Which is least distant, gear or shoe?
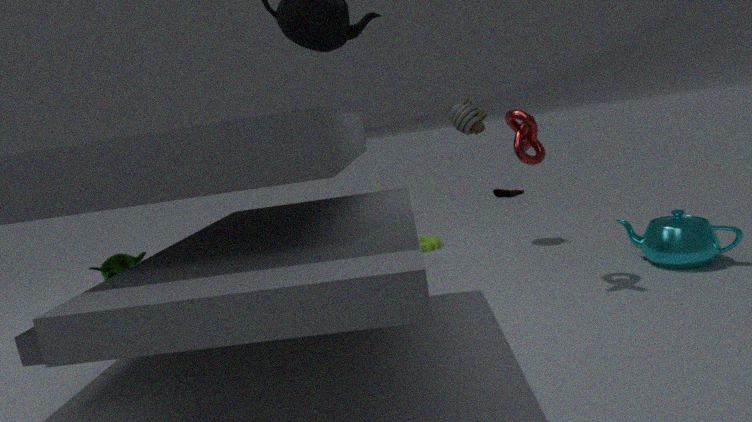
gear
